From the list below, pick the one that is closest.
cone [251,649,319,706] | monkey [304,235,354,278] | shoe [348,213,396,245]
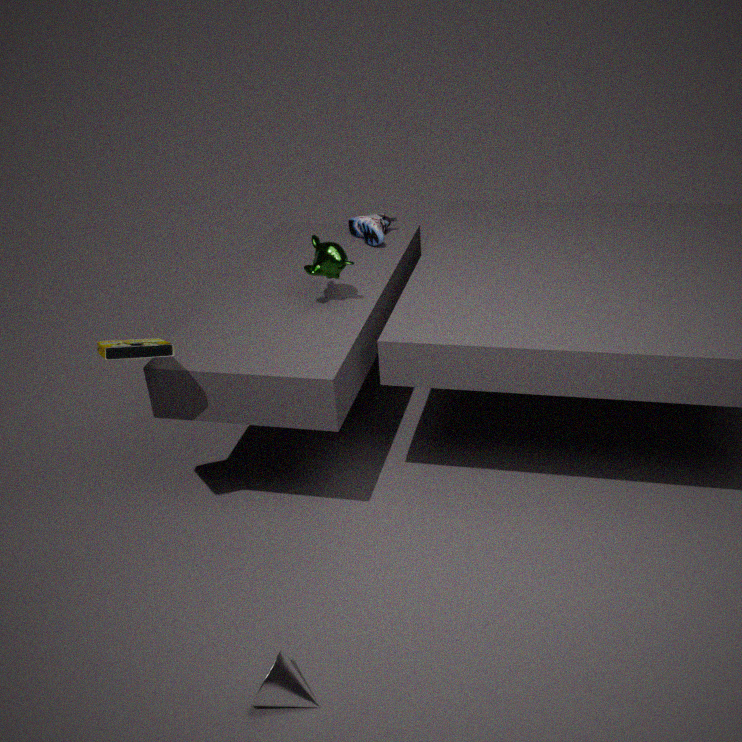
cone [251,649,319,706]
